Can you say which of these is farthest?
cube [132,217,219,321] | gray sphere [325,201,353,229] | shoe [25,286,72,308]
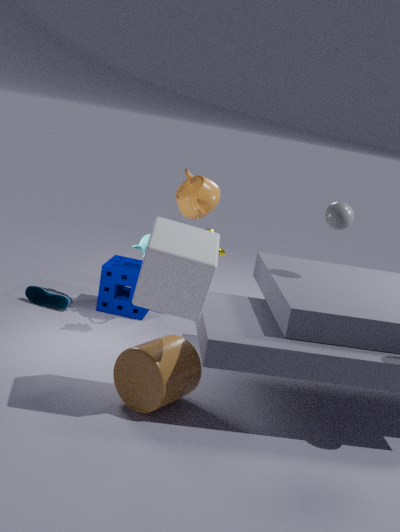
shoe [25,286,72,308]
